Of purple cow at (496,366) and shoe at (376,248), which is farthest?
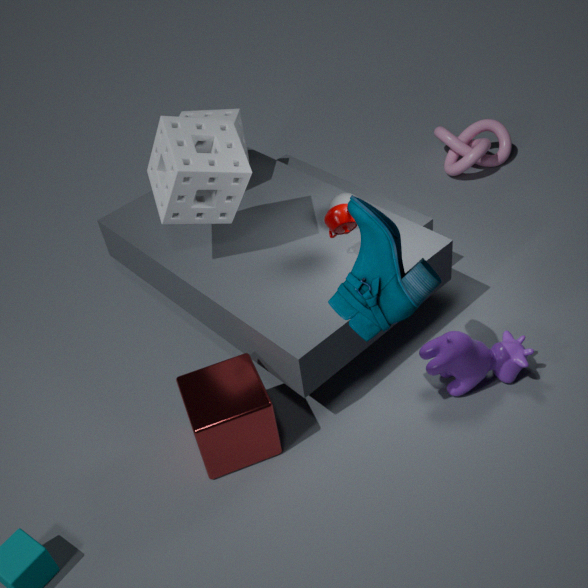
purple cow at (496,366)
